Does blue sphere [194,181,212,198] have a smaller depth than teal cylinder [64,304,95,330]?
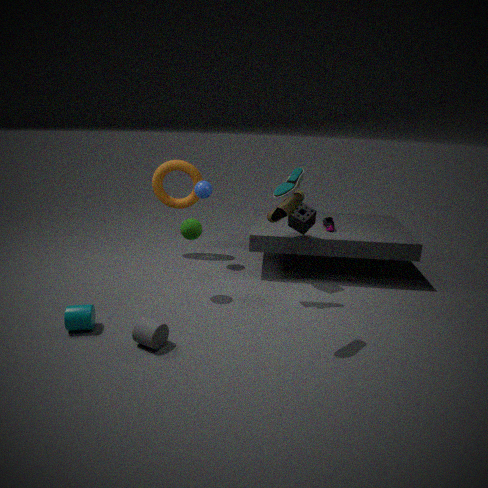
No
